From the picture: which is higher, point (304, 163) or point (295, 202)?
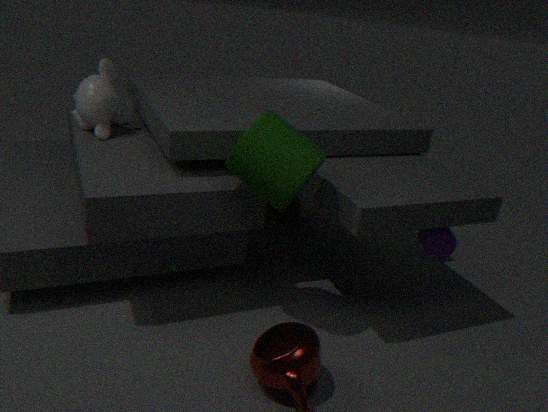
Answer: point (304, 163)
